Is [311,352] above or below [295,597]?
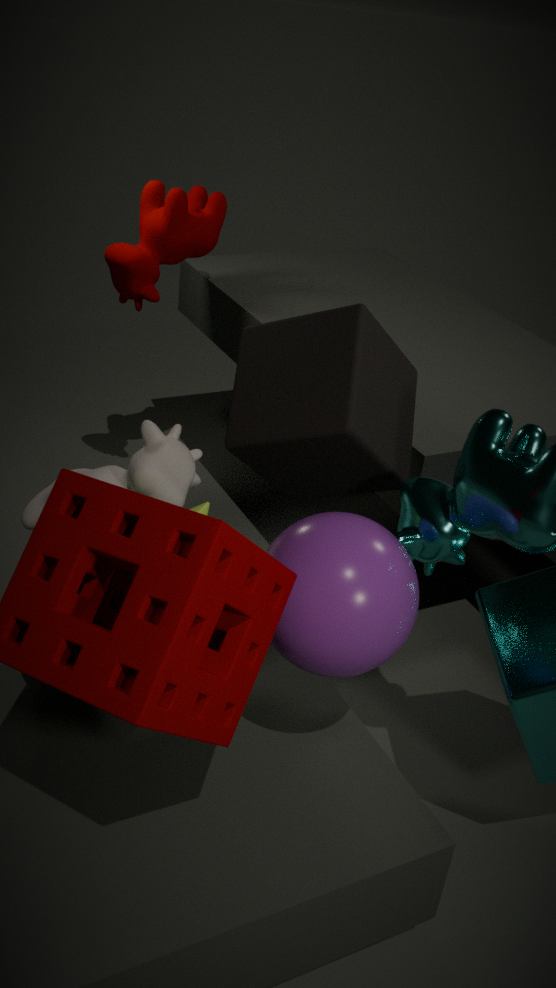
above
